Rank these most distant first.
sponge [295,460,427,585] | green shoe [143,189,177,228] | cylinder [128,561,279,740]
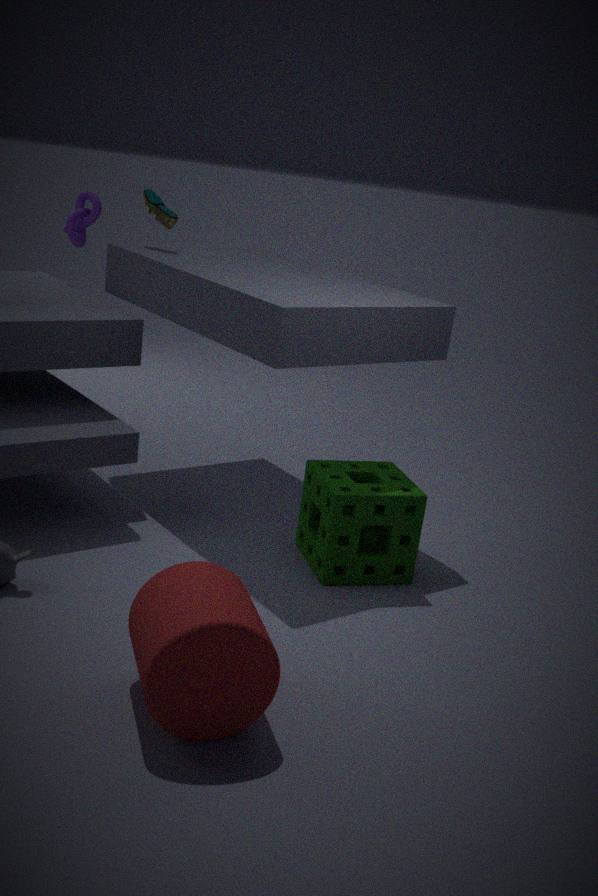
green shoe [143,189,177,228], sponge [295,460,427,585], cylinder [128,561,279,740]
